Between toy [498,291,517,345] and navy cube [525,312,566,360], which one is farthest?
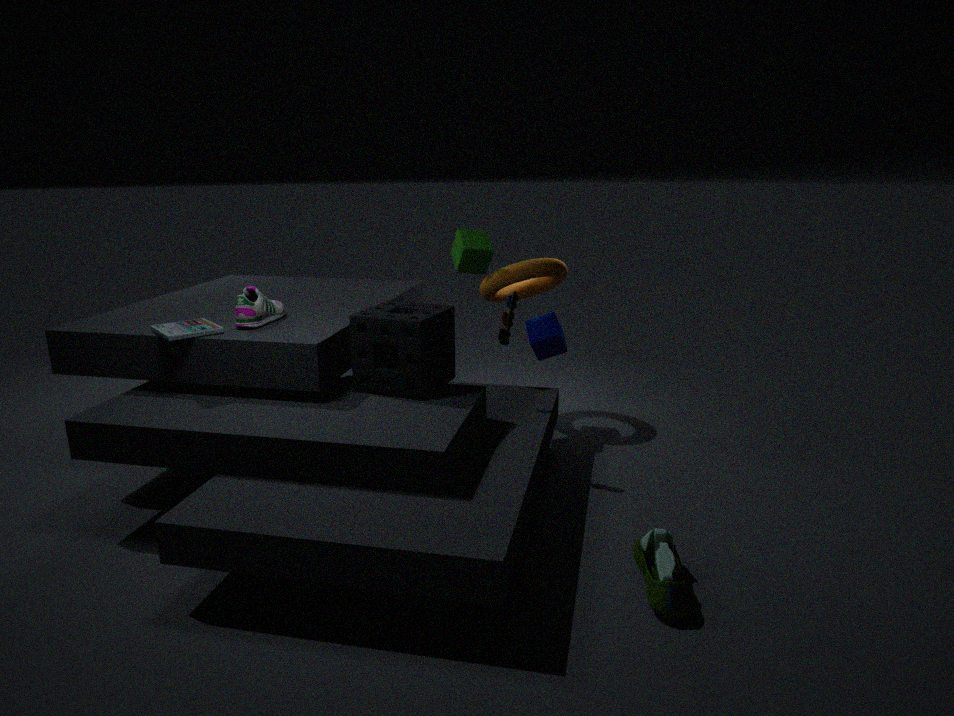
navy cube [525,312,566,360]
